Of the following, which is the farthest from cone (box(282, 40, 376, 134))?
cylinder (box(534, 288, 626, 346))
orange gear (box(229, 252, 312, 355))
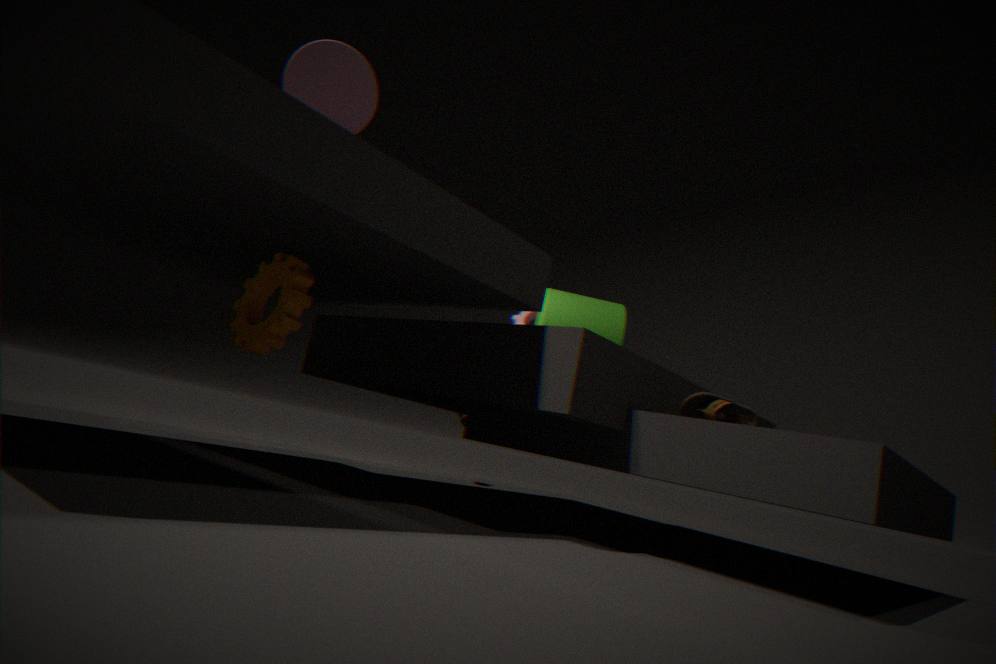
cylinder (box(534, 288, 626, 346))
